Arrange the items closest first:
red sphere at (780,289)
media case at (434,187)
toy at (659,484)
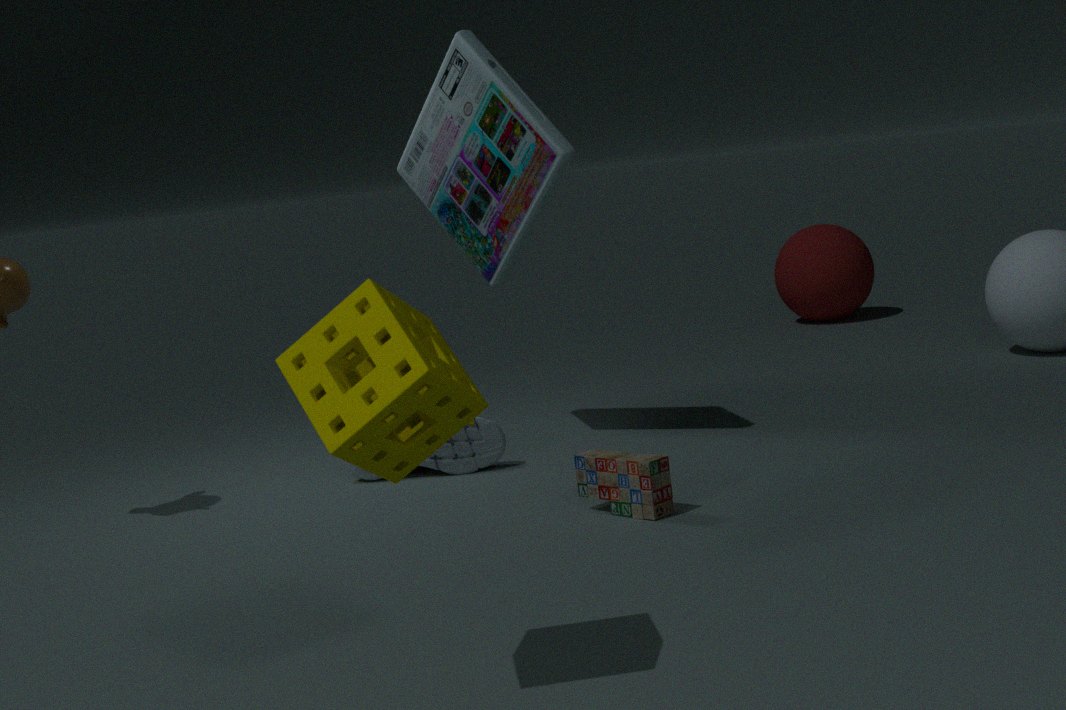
toy at (659,484) < media case at (434,187) < red sphere at (780,289)
